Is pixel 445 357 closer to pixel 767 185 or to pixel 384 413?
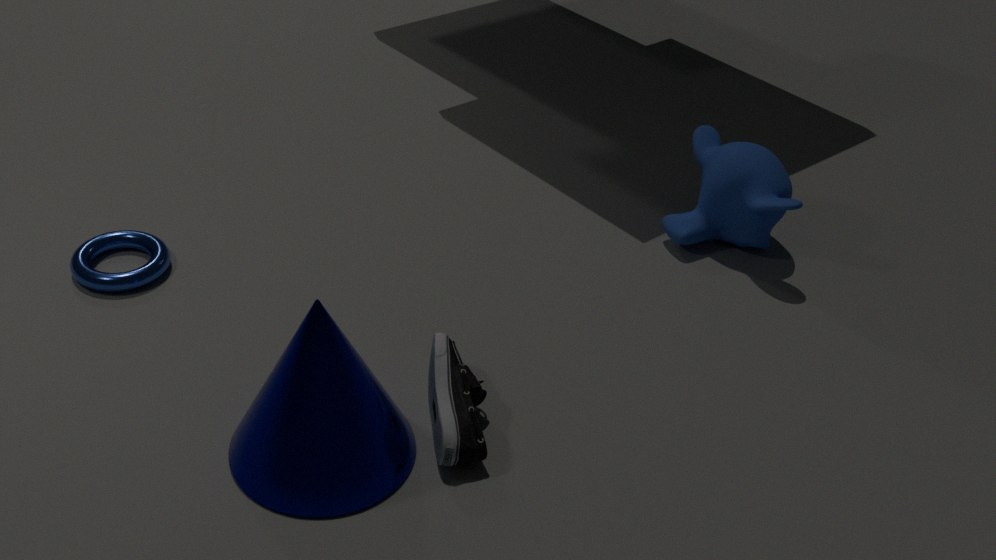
pixel 384 413
